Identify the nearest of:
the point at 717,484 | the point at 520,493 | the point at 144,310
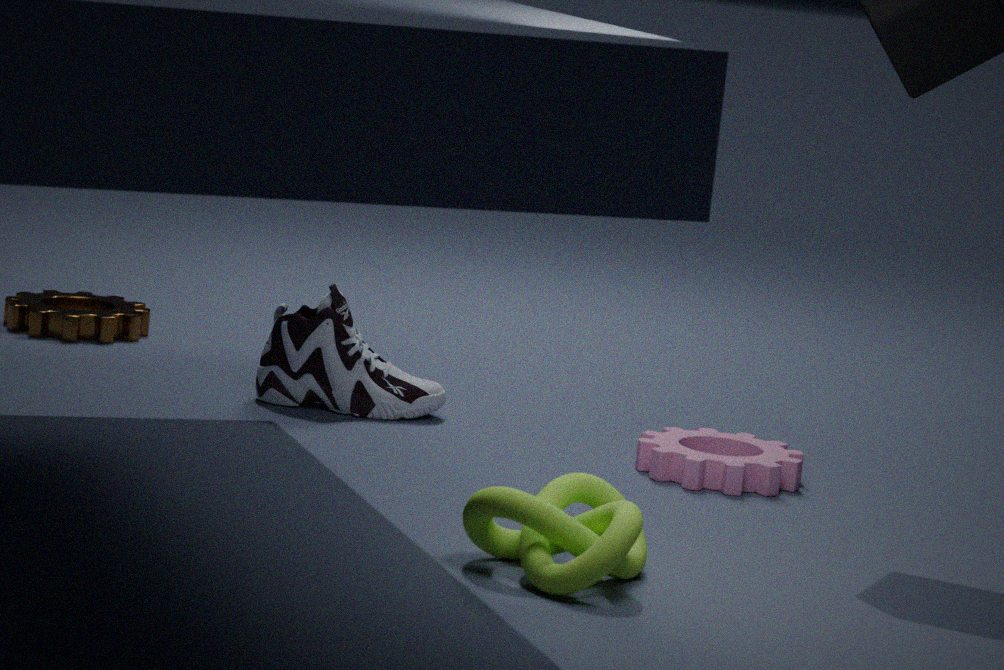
the point at 520,493
